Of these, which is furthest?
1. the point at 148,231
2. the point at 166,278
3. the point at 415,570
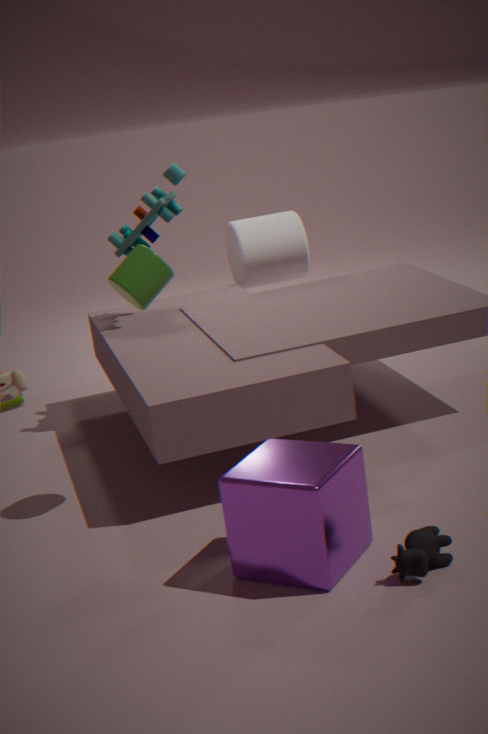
the point at 148,231
